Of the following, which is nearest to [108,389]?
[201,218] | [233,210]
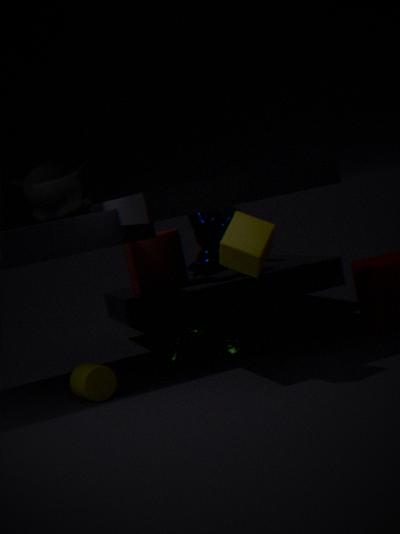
[201,218]
